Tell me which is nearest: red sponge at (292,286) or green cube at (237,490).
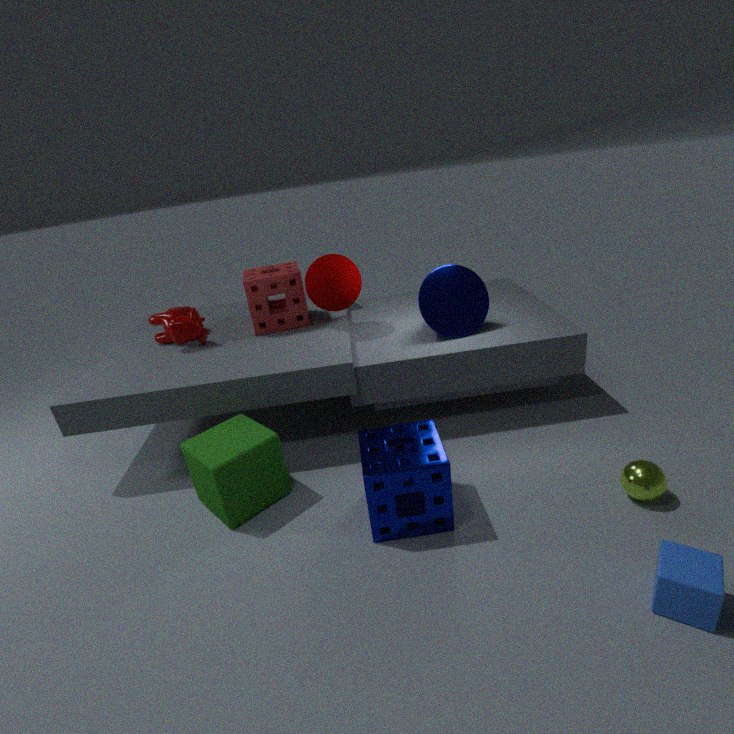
green cube at (237,490)
